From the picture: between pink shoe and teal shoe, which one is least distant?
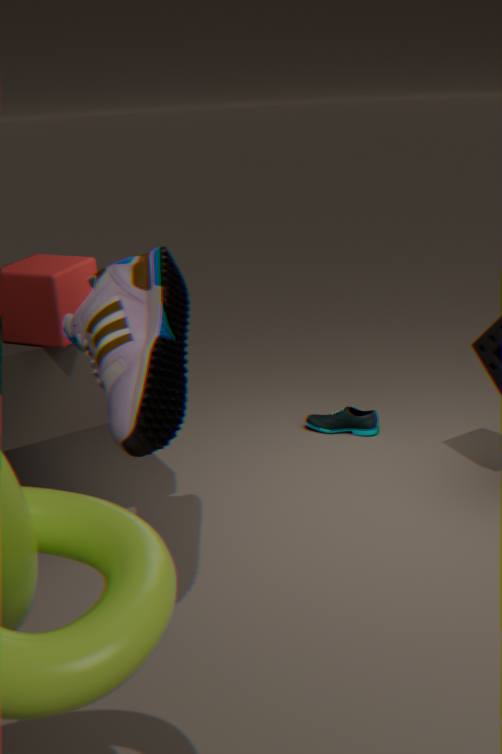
pink shoe
